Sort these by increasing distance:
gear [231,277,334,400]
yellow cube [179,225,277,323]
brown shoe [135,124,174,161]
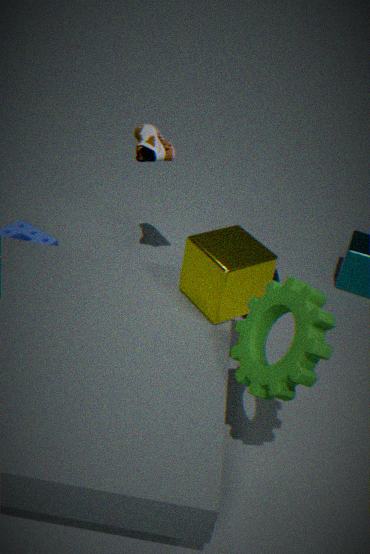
1. gear [231,277,334,400]
2. yellow cube [179,225,277,323]
3. brown shoe [135,124,174,161]
